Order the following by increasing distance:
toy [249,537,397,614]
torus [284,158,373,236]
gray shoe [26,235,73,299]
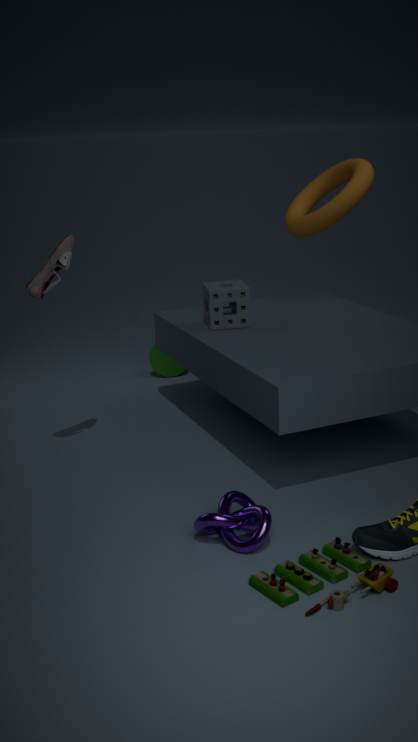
toy [249,537,397,614] → gray shoe [26,235,73,299] → torus [284,158,373,236]
